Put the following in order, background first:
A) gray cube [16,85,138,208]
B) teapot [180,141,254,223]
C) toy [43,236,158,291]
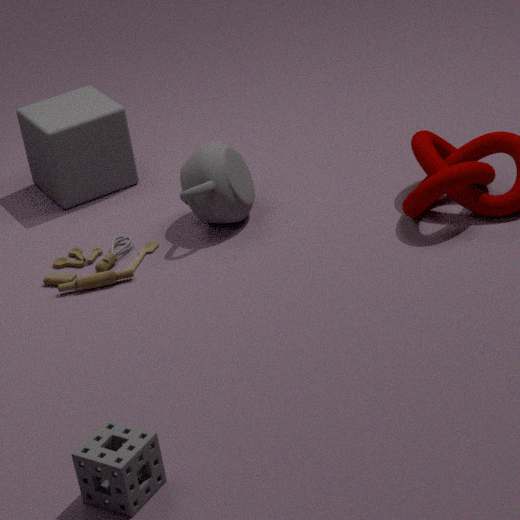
gray cube [16,85,138,208] < teapot [180,141,254,223] < toy [43,236,158,291]
